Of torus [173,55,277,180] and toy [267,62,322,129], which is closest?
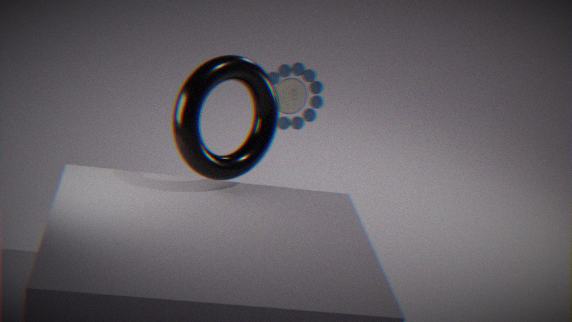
torus [173,55,277,180]
